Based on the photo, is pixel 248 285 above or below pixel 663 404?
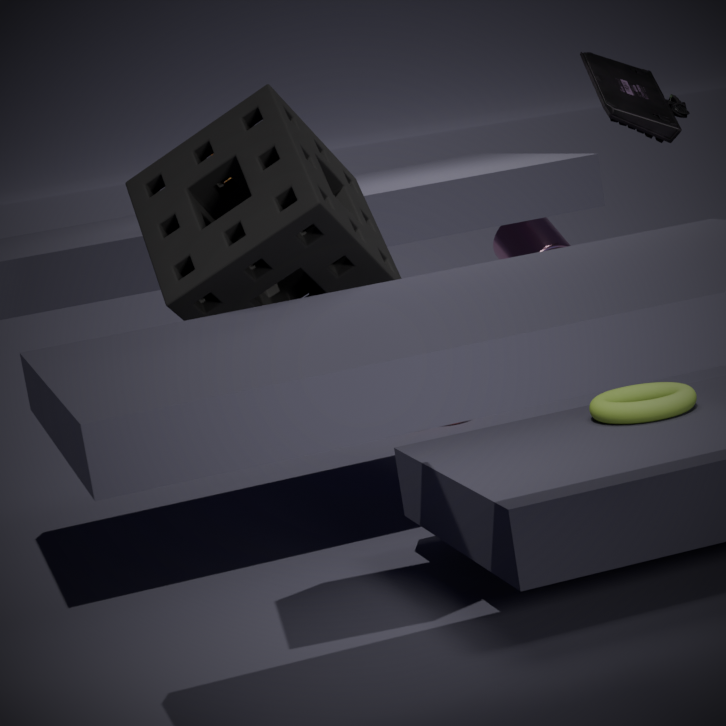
above
